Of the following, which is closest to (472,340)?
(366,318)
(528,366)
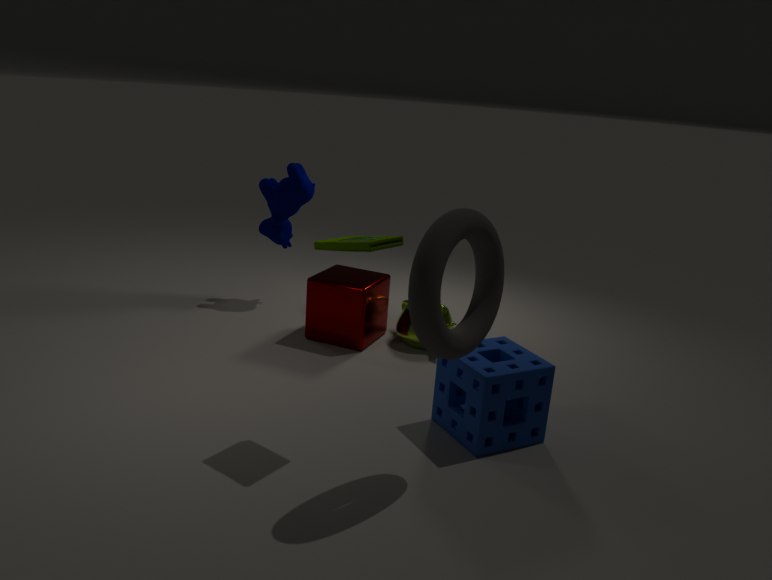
(528,366)
